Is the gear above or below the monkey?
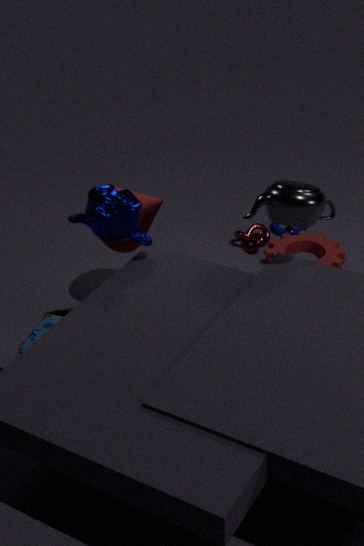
below
